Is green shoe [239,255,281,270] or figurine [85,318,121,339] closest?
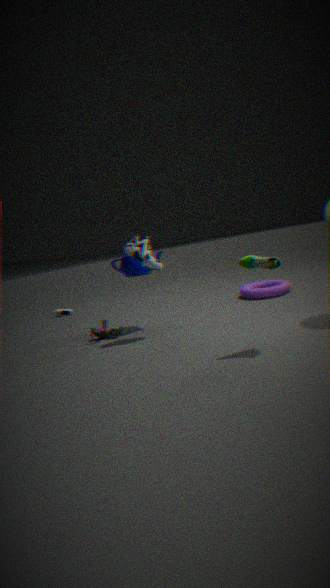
green shoe [239,255,281,270]
